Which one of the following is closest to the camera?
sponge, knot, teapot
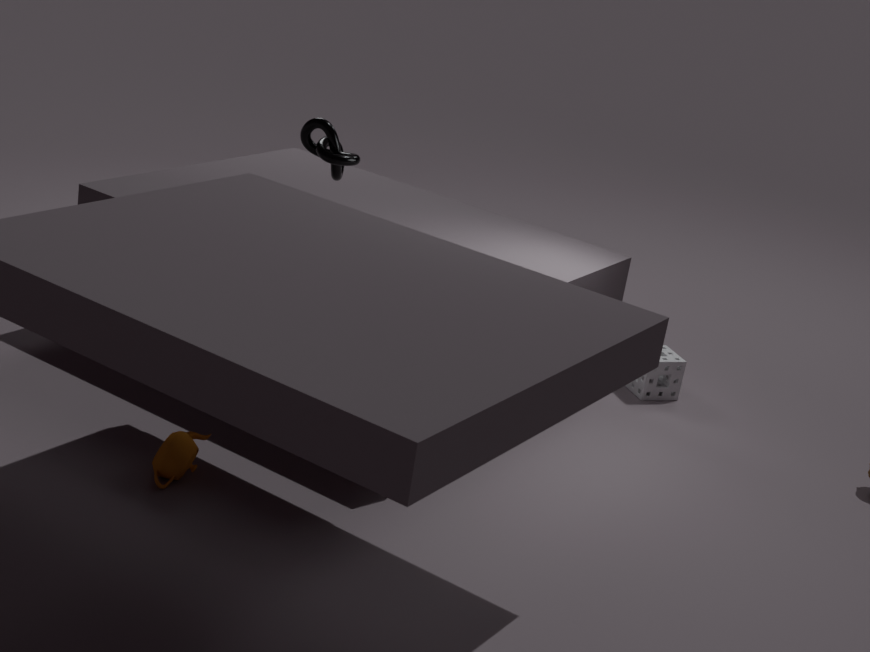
teapot
